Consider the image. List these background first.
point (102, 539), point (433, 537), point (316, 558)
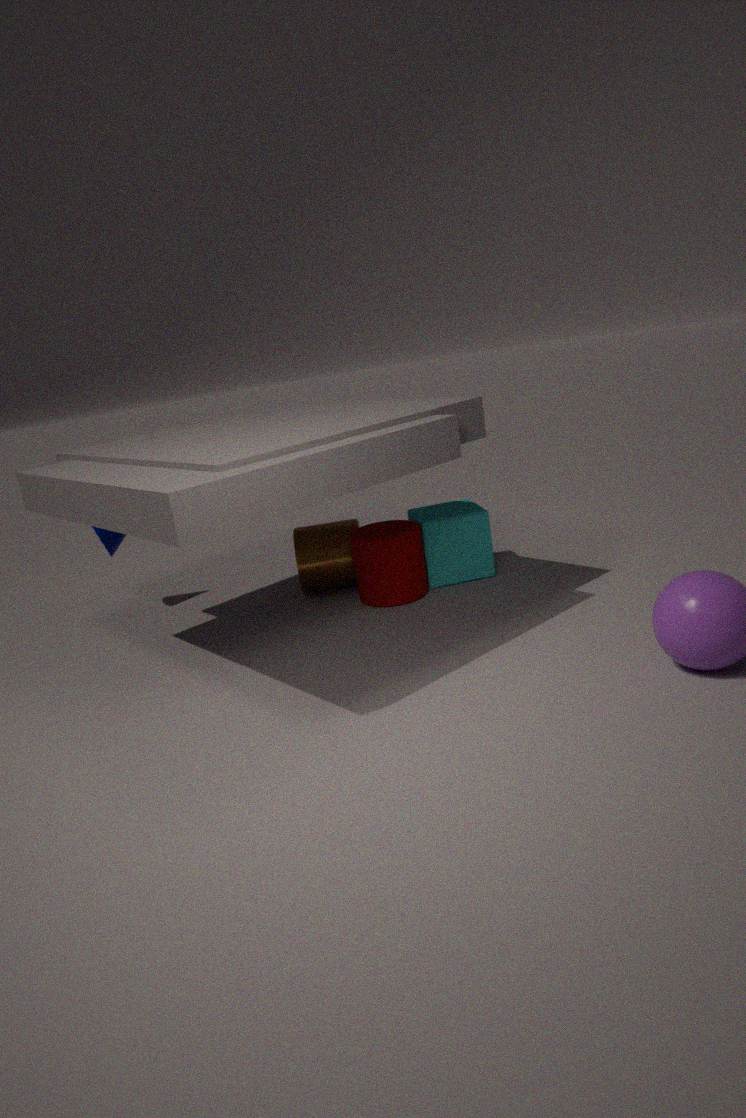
point (102, 539)
point (316, 558)
point (433, 537)
